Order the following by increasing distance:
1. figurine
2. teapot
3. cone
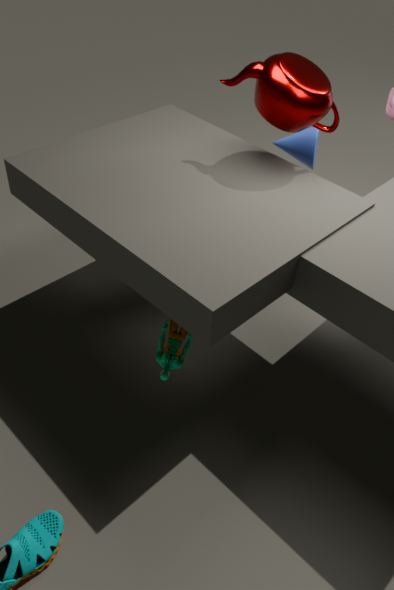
figurine
teapot
cone
